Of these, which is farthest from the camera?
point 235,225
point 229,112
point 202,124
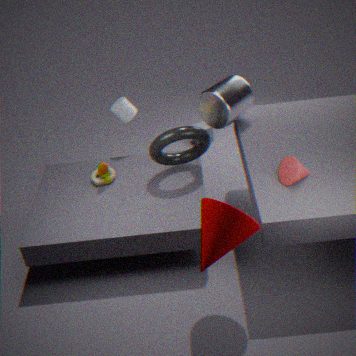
point 202,124
